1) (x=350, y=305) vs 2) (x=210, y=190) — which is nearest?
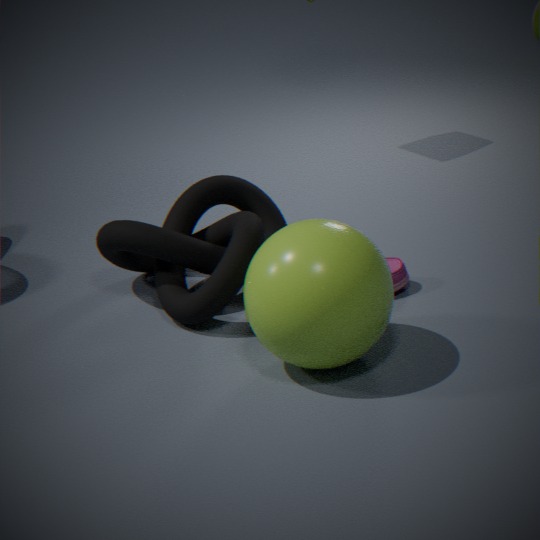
1. (x=350, y=305)
